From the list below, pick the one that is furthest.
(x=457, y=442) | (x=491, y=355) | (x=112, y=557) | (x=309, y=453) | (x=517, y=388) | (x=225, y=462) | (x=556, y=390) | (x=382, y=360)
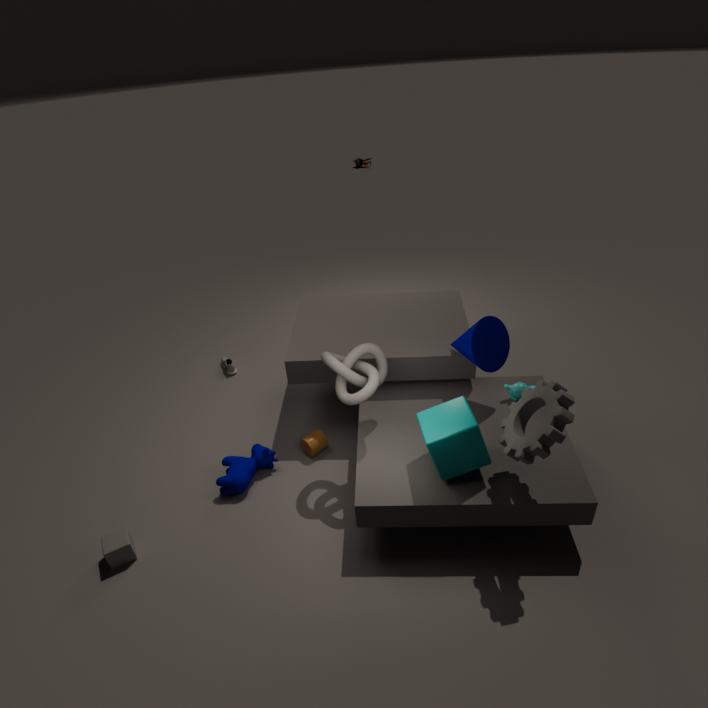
(x=309, y=453)
